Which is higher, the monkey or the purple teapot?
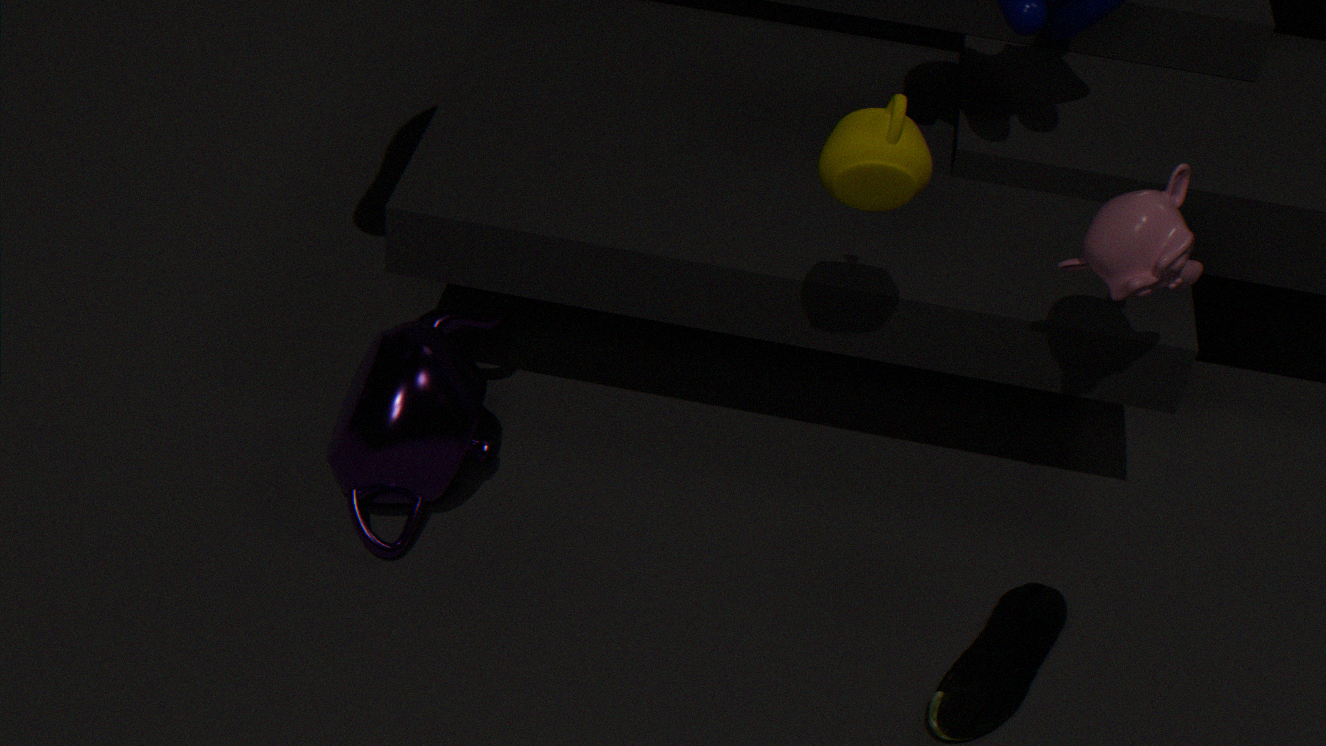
the monkey
